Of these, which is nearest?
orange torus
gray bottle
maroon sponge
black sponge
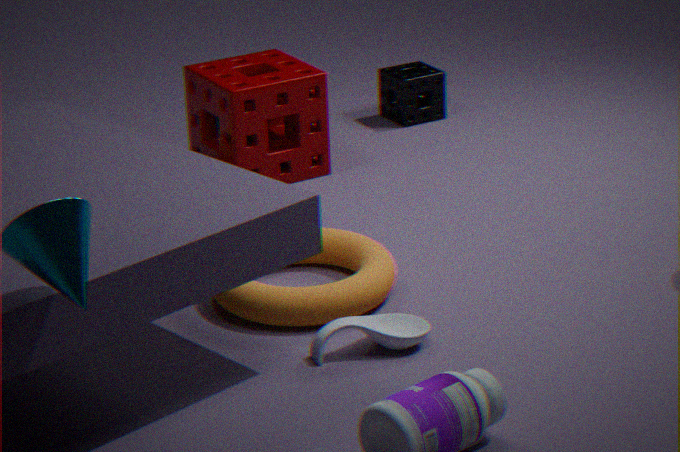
gray bottle
